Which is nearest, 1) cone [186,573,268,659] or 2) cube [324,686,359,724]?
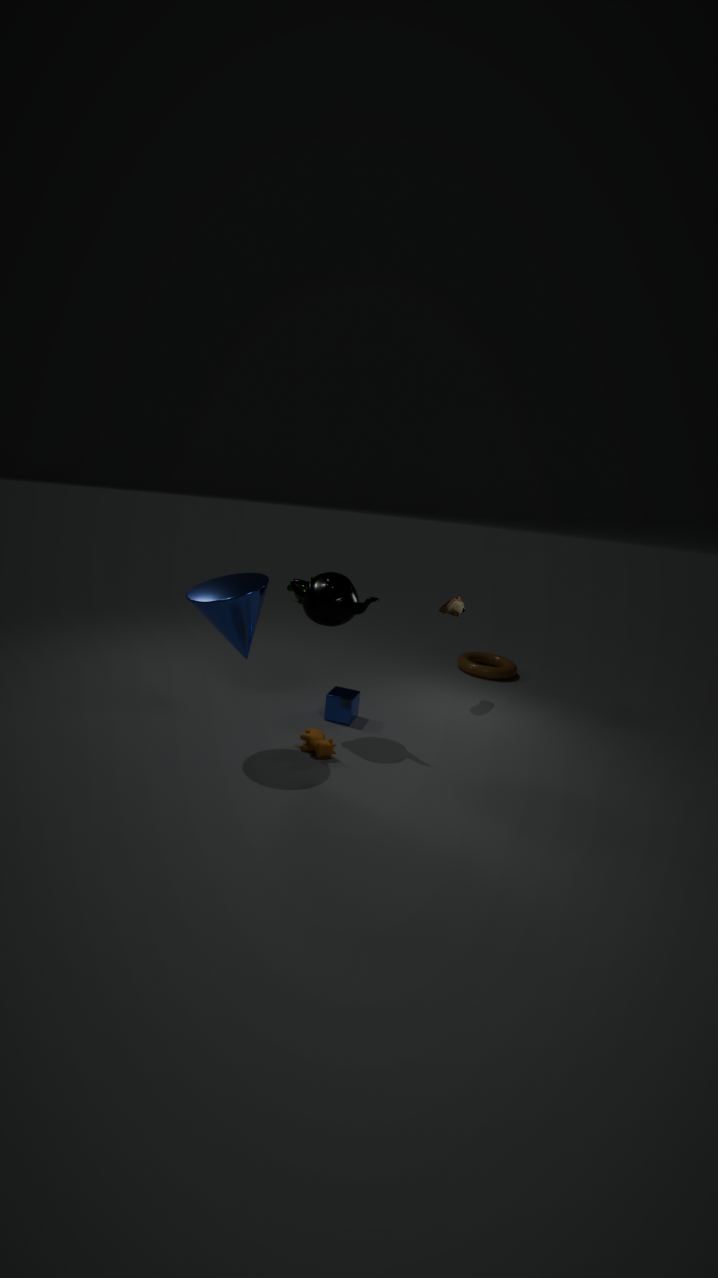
1. cone [186,573,268,659]
